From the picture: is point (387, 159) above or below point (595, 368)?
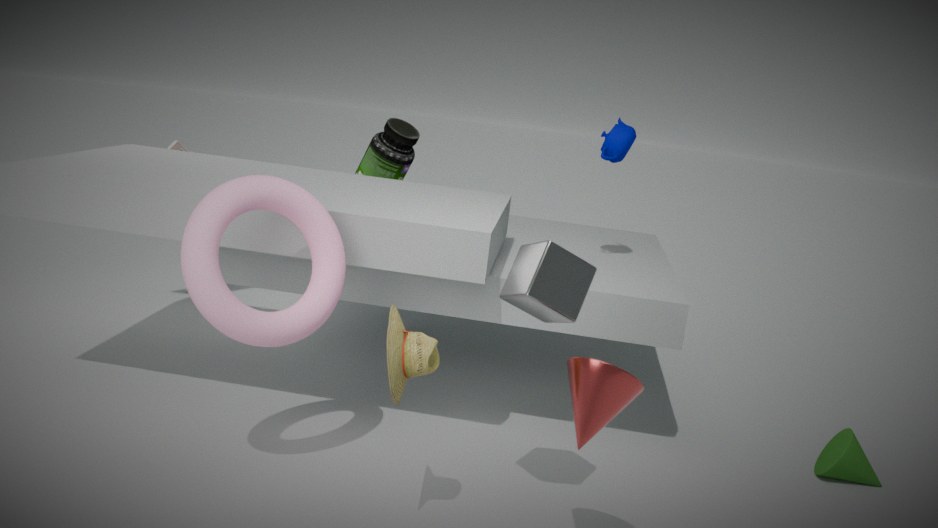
above
